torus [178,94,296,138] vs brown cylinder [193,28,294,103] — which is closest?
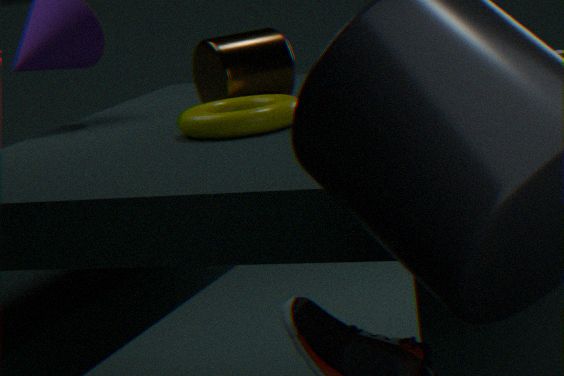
torus [178,94,296,138]
